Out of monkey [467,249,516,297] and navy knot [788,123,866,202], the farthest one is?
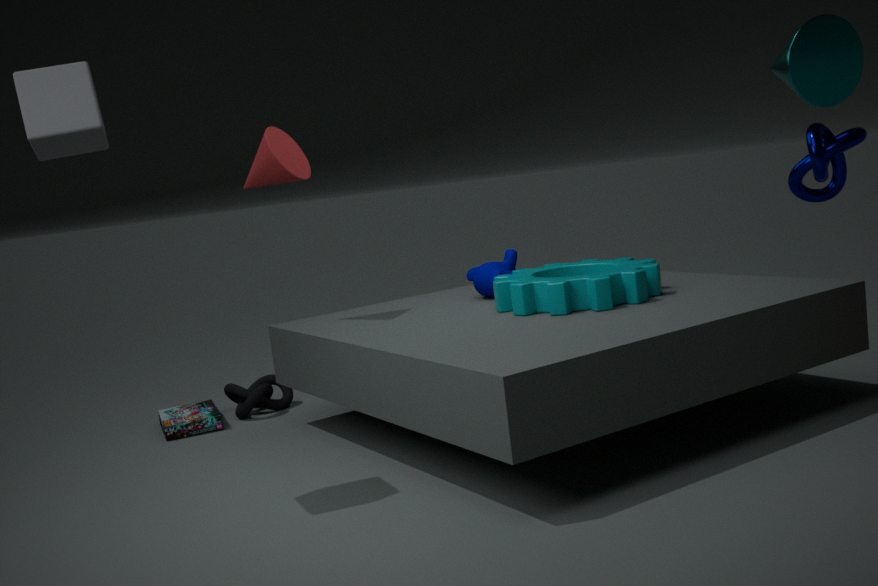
monkey [467,249,516,297]
